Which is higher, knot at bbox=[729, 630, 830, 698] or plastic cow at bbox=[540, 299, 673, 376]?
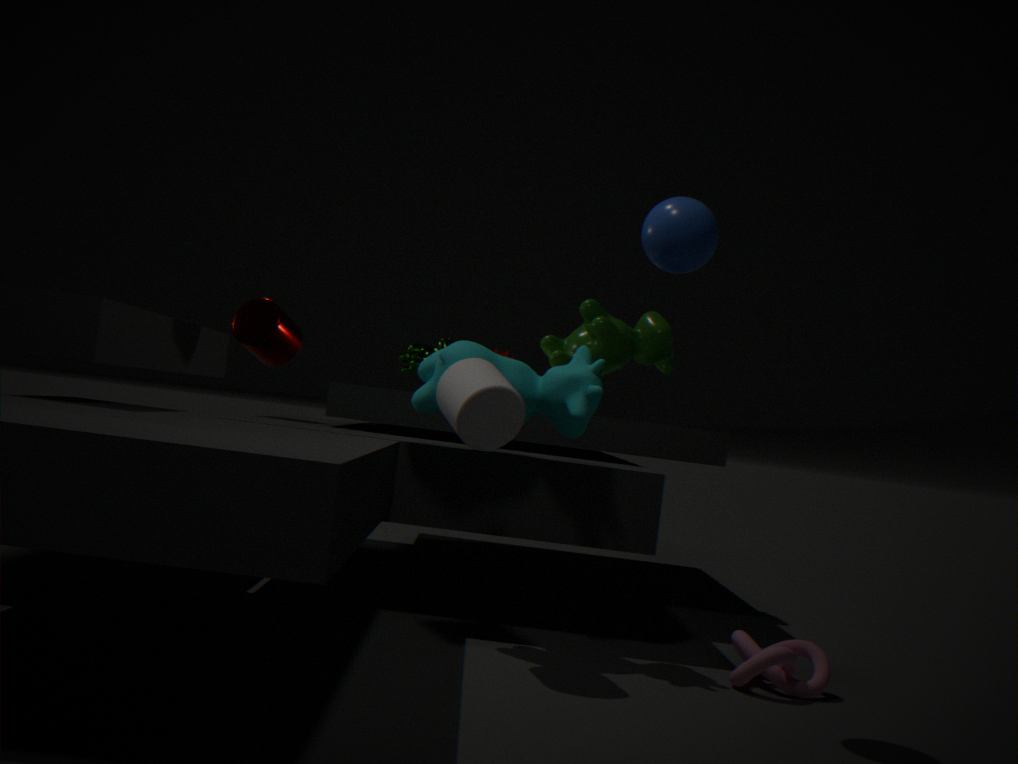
plastic cow at bbox=[540, 299, 673, 376]
